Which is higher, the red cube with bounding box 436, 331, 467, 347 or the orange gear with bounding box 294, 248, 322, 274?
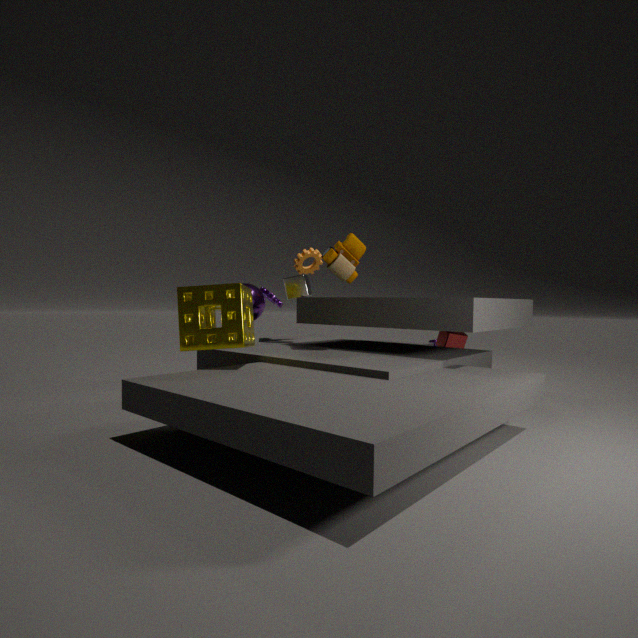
the orange gear with bounding box 294, 248, 322, 274
